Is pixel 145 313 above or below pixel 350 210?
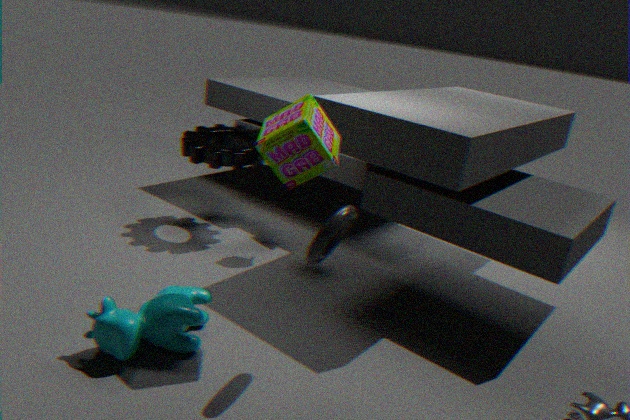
below
